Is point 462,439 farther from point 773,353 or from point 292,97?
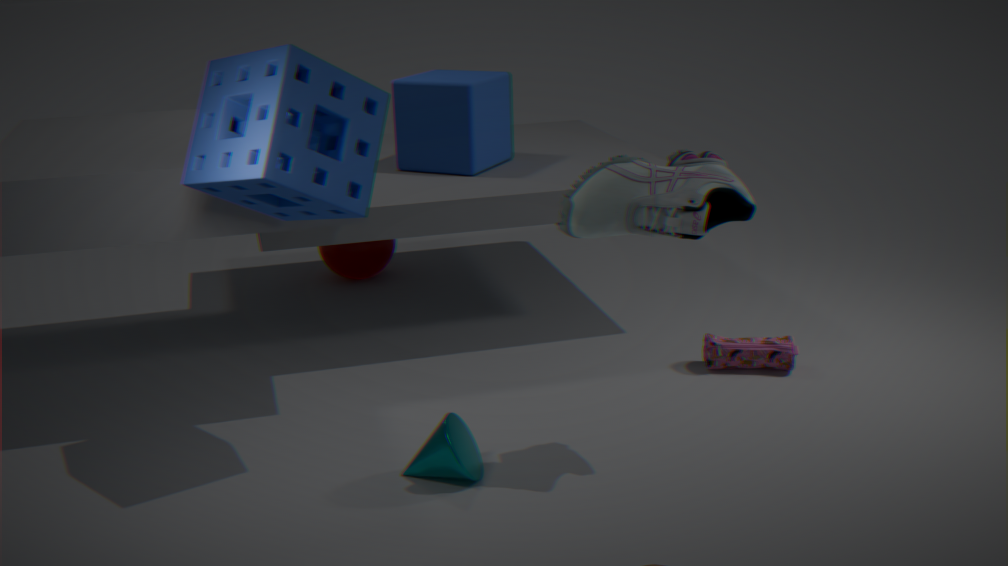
point 773,353
